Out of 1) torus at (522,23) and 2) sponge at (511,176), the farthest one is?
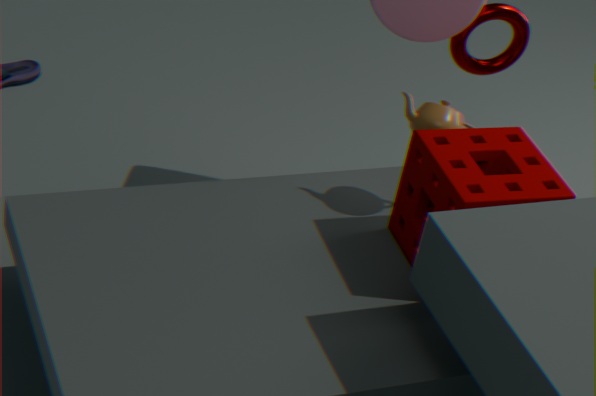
1. torus at (522,23)
